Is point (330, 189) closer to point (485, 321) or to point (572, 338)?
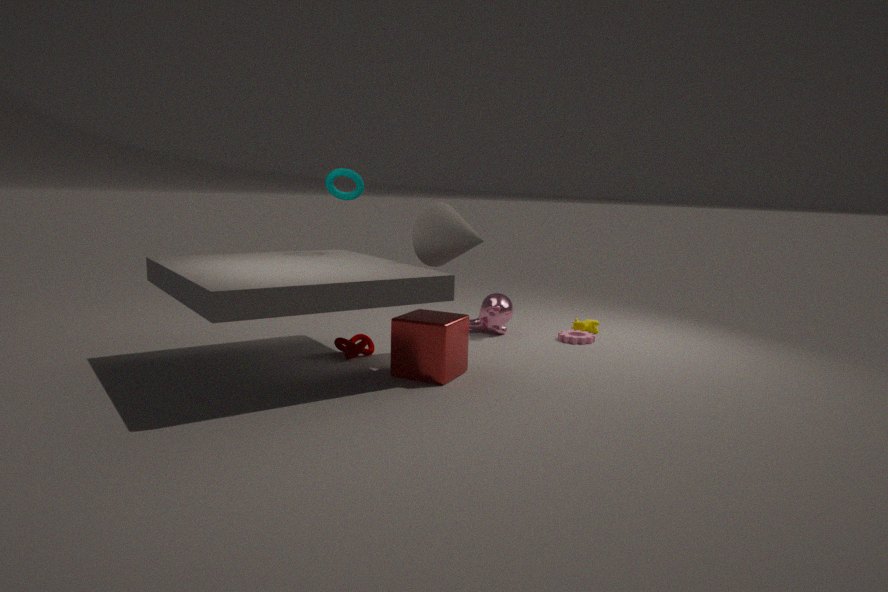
point (485, 321)
